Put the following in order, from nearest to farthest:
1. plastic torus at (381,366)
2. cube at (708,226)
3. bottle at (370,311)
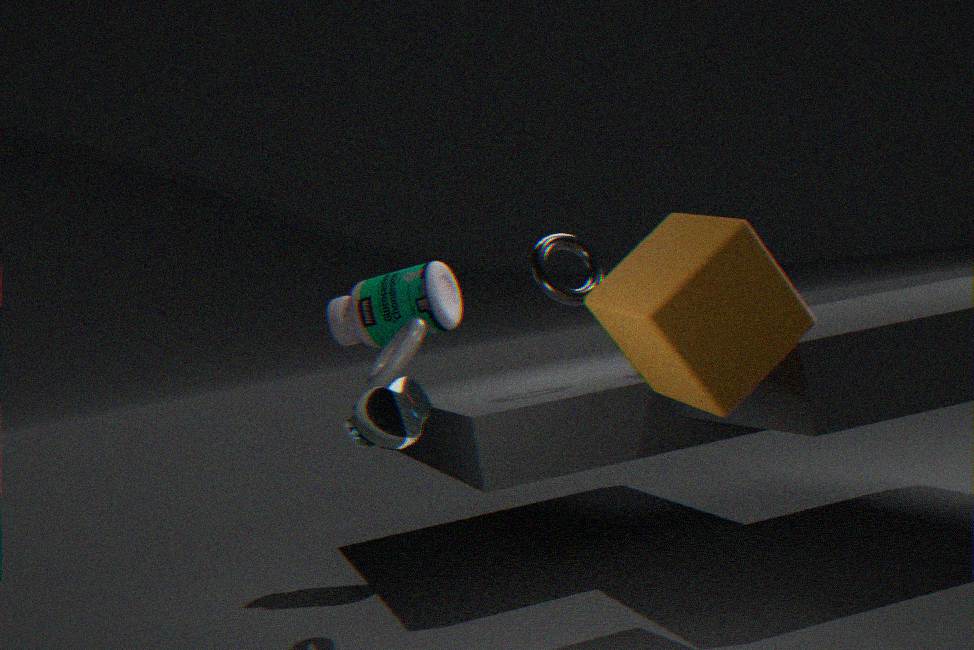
cube at (708,226) < plastic torus at (381,366) < bottle at (370,311)
